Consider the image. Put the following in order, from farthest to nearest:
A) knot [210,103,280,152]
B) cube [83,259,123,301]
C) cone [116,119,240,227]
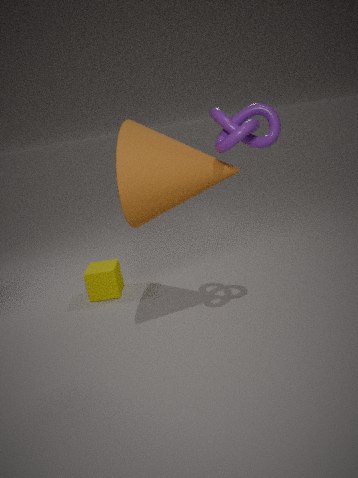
1. cube [83,259,123,301]
2. cone [116,119,240,227]
3. knot [210,103,280,152]
